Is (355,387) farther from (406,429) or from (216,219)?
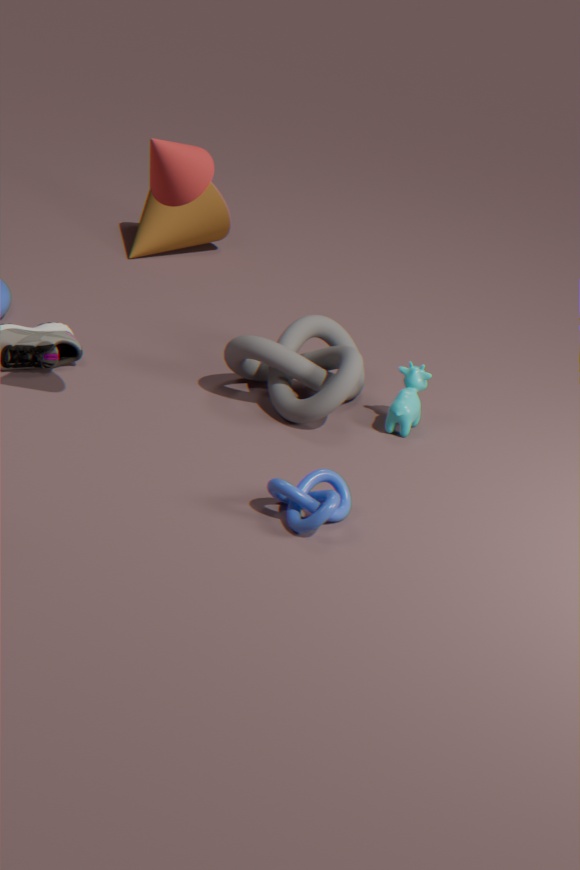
(216,219)
